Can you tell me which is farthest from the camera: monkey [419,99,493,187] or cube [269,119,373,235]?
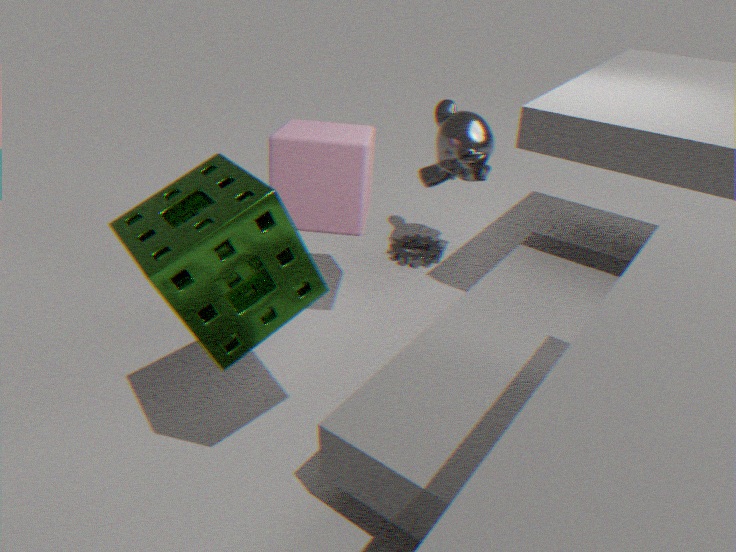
monkey [419,99,493,187]
